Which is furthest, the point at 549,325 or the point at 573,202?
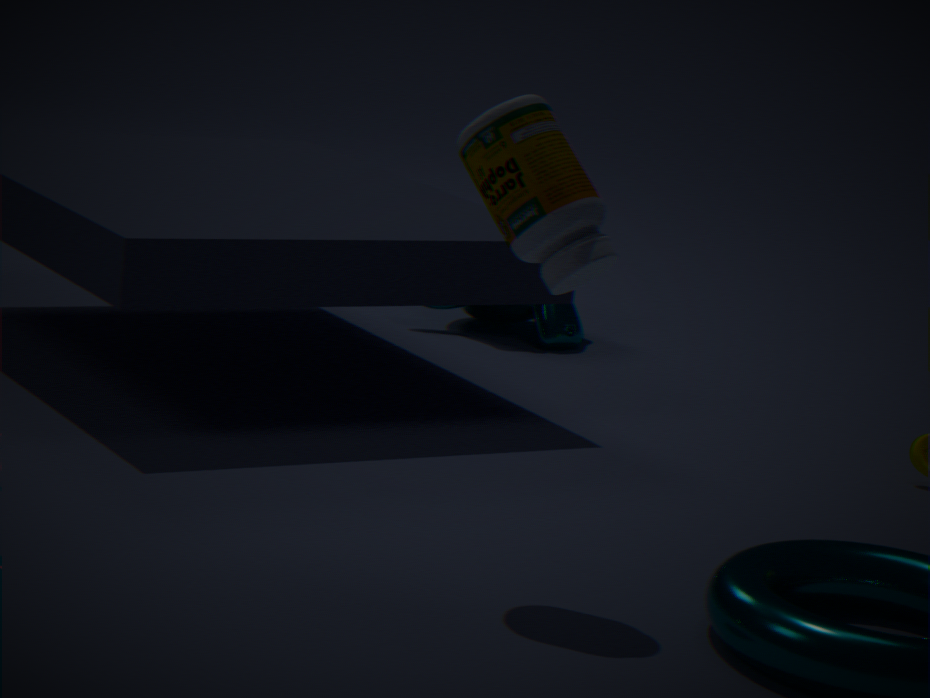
the point at 549,325
